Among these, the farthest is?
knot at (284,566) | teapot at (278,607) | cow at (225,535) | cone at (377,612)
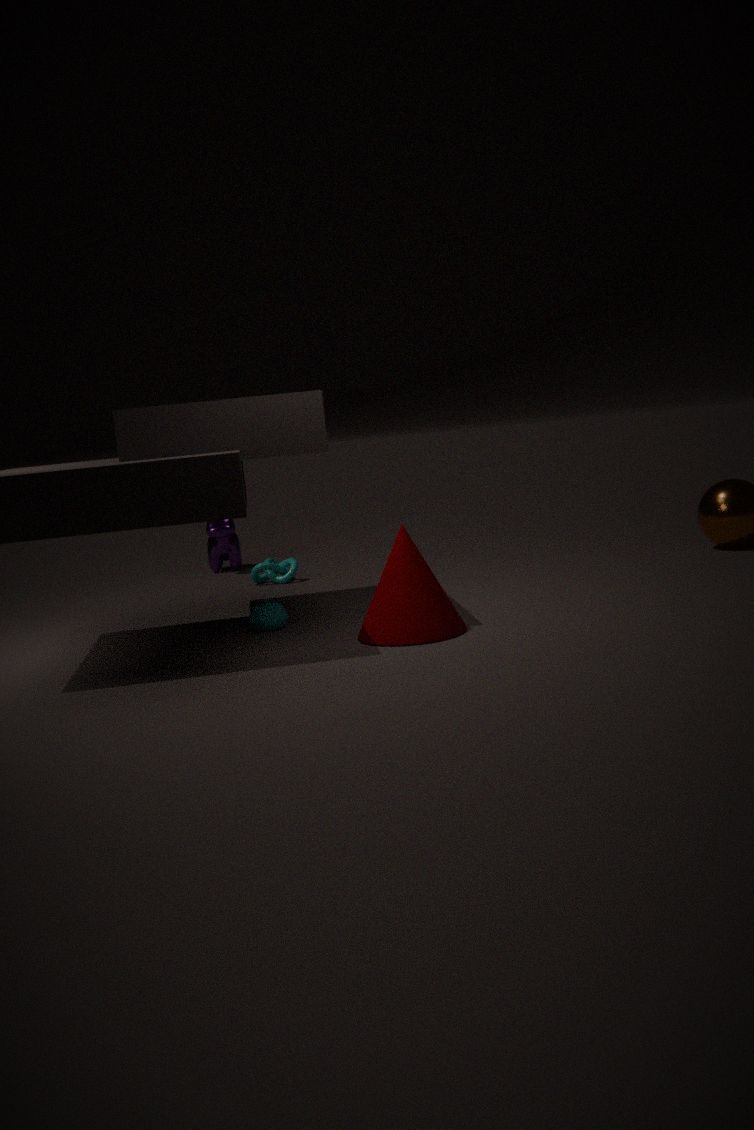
cow at (225,535)
